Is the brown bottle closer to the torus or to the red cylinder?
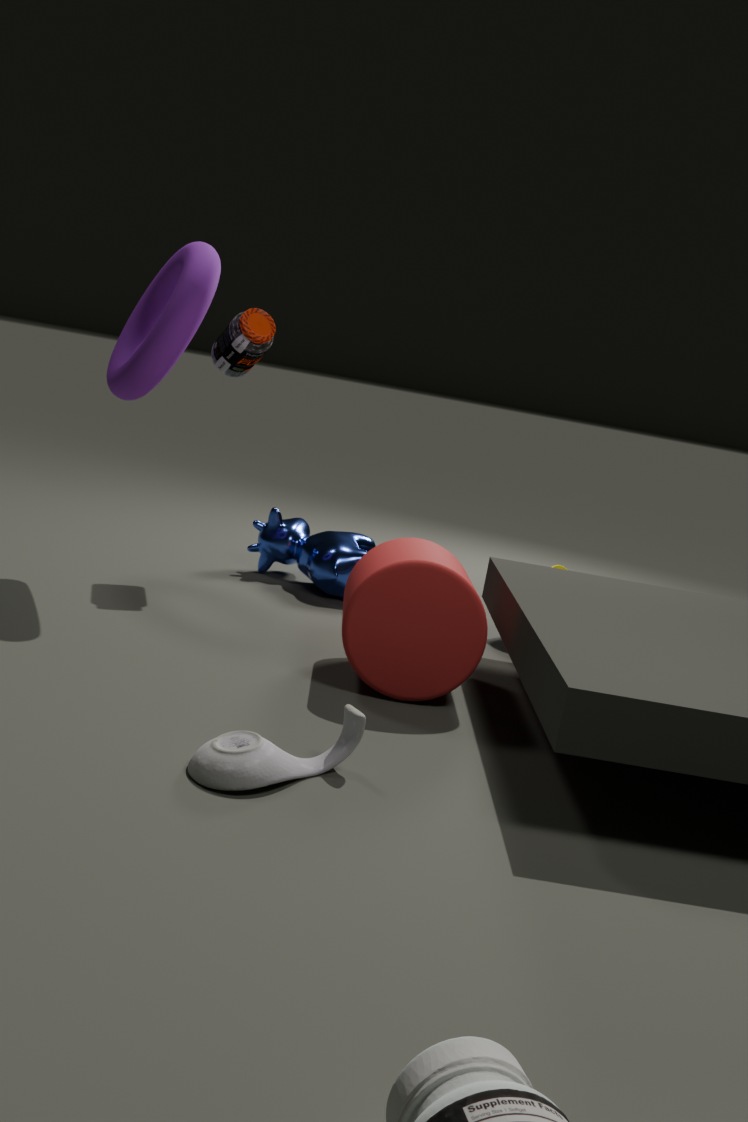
the torus
